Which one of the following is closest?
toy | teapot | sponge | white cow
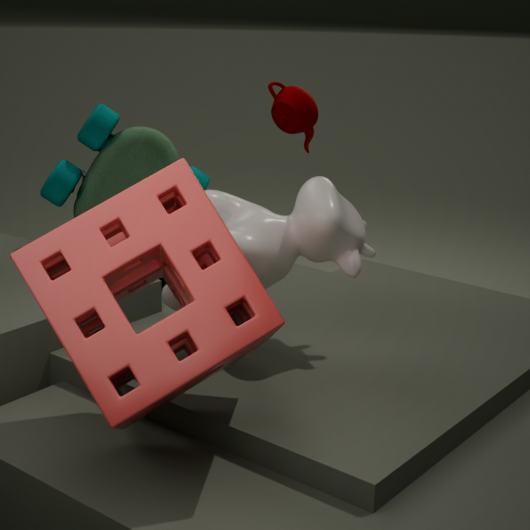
sponge
